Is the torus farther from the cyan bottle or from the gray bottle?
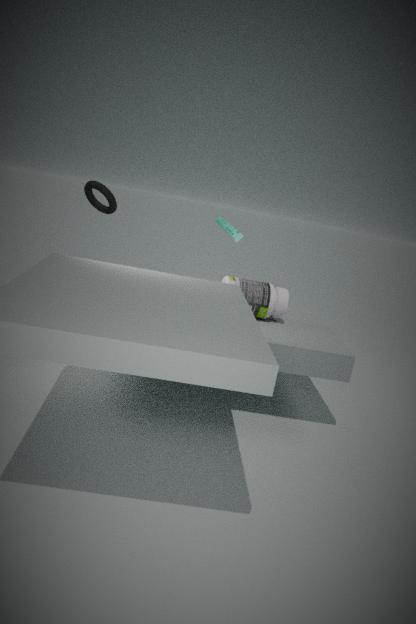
the gray bottle
